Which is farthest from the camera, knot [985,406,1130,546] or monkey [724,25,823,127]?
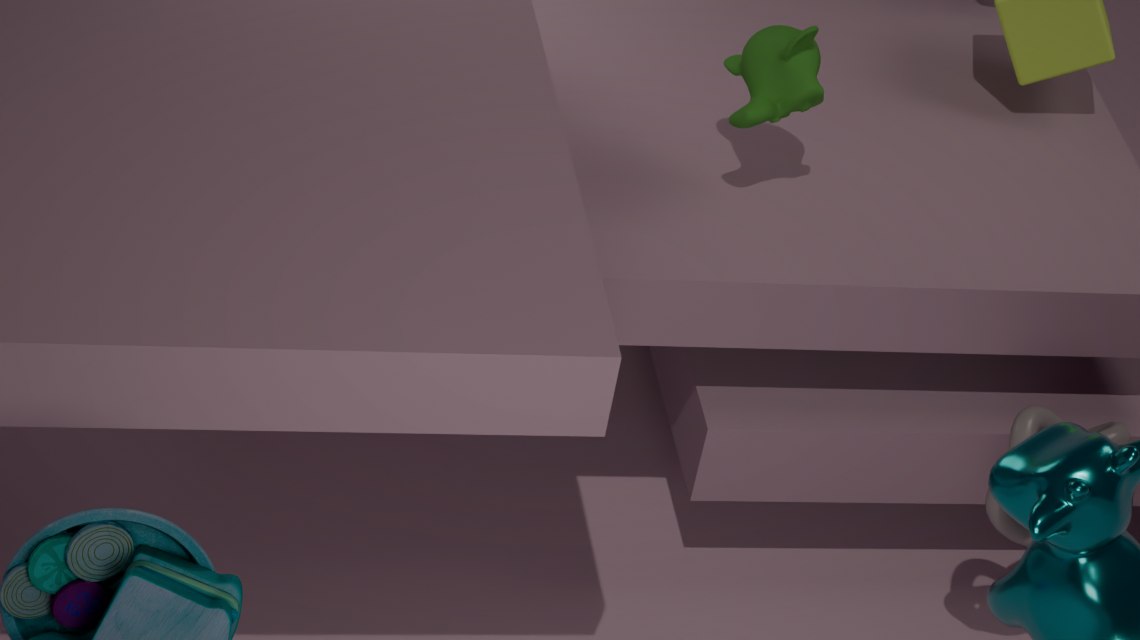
monkey [724,25,823,127]
